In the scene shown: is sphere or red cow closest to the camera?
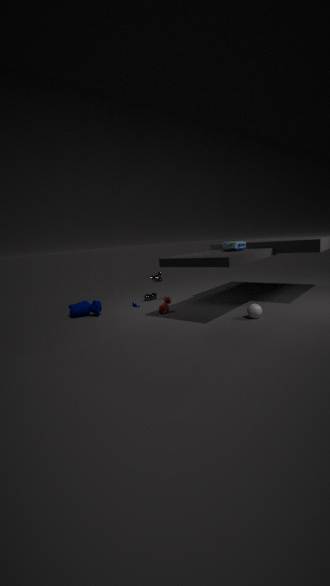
sphere
